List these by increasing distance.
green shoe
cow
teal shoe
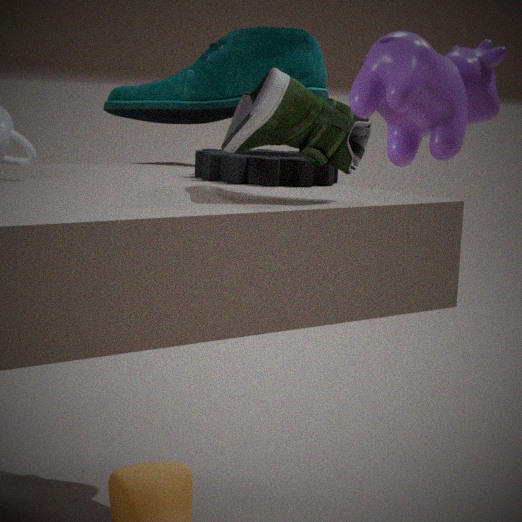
1. cow
2. green shoe
3. teal shoe
